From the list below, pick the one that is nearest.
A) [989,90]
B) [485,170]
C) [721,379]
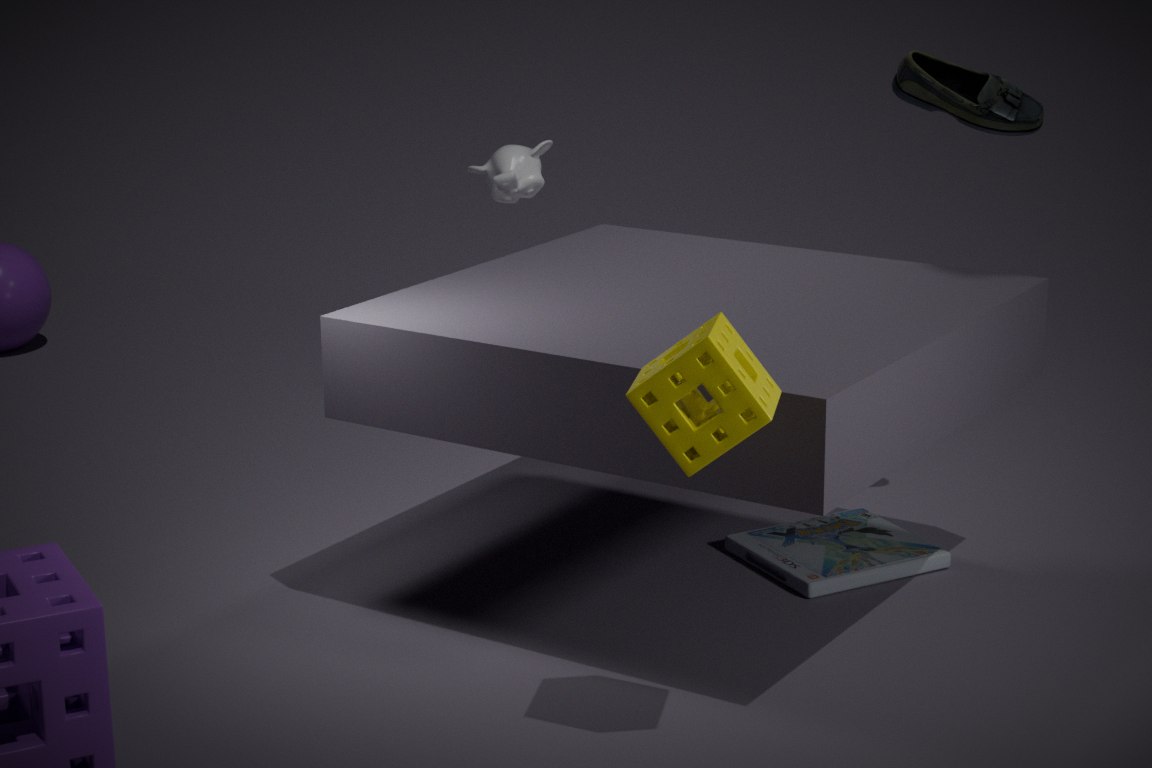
C. [721,379]
